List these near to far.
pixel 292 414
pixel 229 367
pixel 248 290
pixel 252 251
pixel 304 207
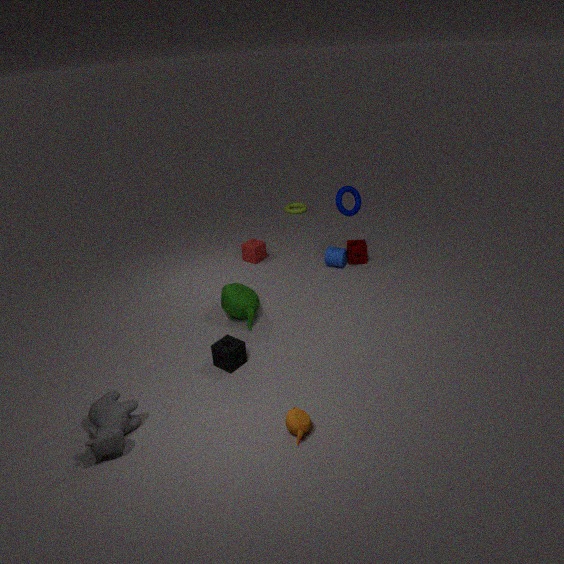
pixel 292 414, pixel 229 367, pixel 248 290, pixel 252 251, pixel 304 207
